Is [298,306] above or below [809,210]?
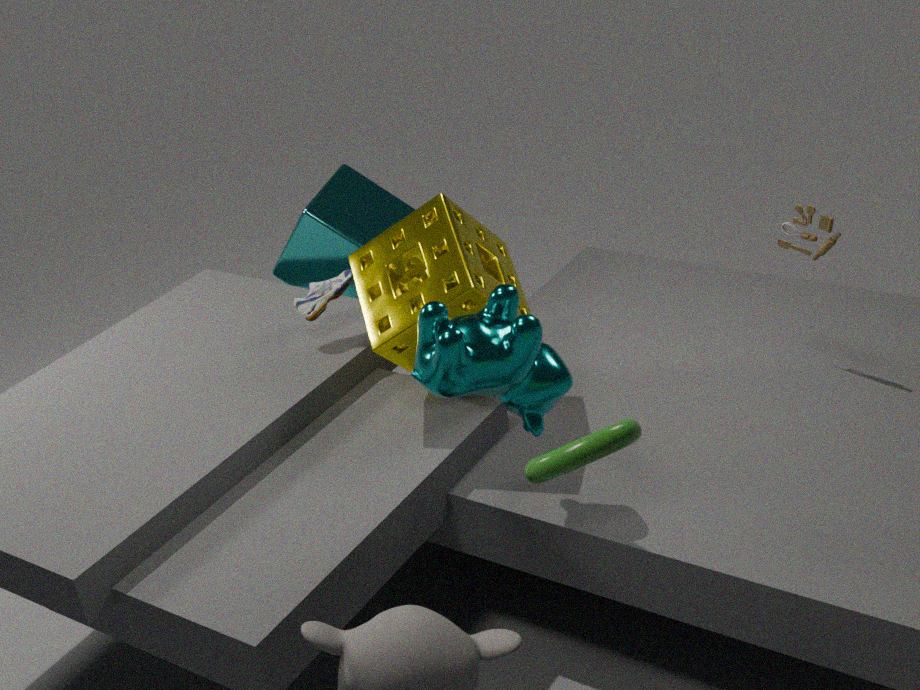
below
